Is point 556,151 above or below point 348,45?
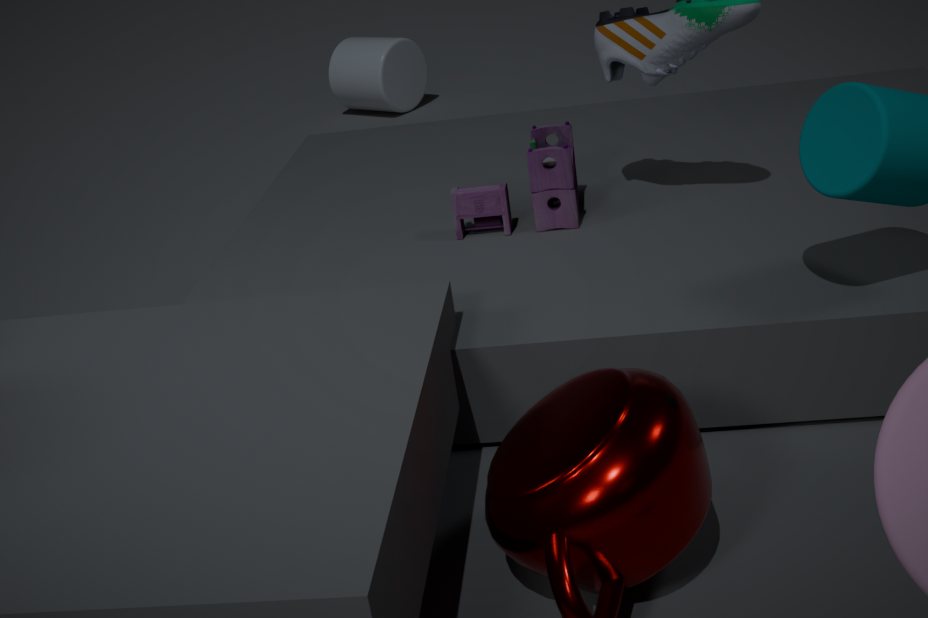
above
